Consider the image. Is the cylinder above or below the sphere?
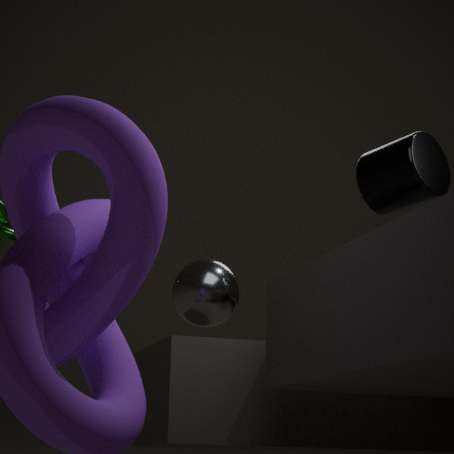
above
